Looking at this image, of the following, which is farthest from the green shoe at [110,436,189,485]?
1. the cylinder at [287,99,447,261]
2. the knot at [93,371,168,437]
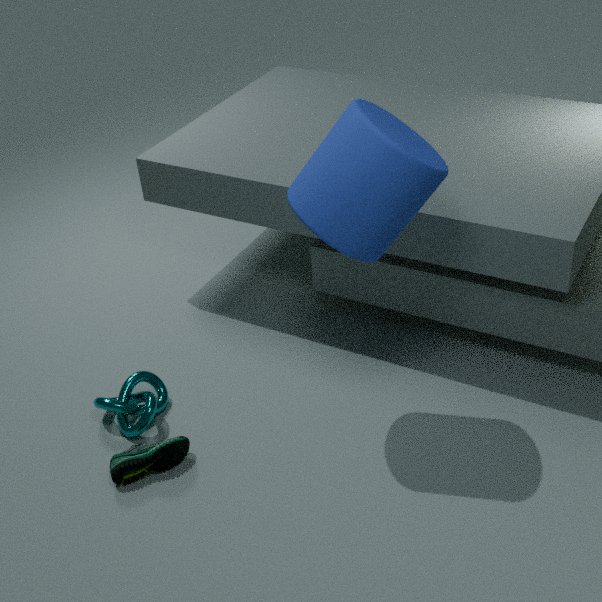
the cylinder at [287,99,447,261]
